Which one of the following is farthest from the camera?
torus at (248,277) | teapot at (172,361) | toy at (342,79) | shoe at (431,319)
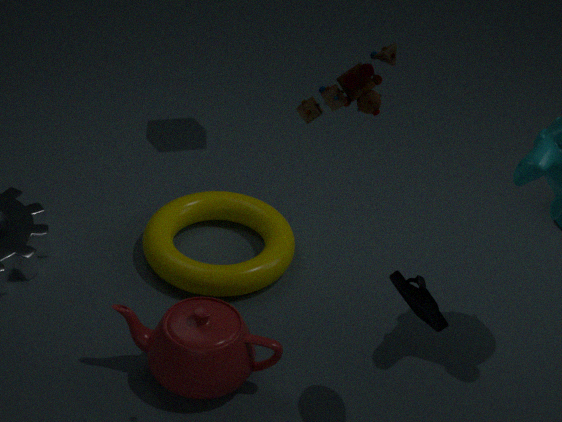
torus at (248,277)
